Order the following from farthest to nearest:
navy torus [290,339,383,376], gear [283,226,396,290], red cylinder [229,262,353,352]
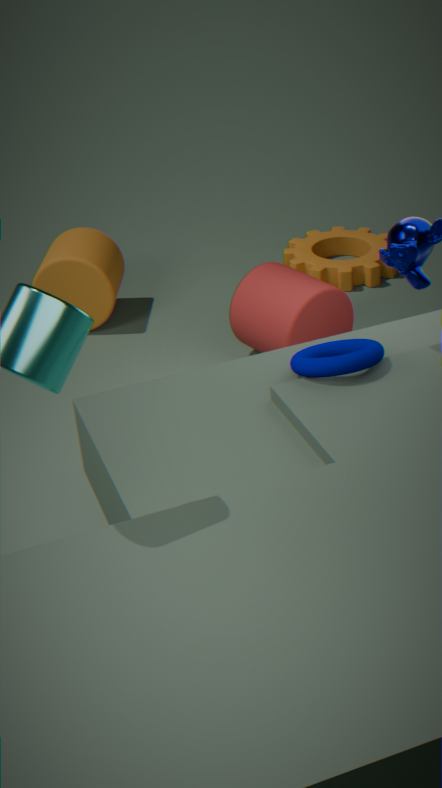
gear [283,226,396,290], red cylinder [229,262,353,352], navy torus [290,339,383,376]
